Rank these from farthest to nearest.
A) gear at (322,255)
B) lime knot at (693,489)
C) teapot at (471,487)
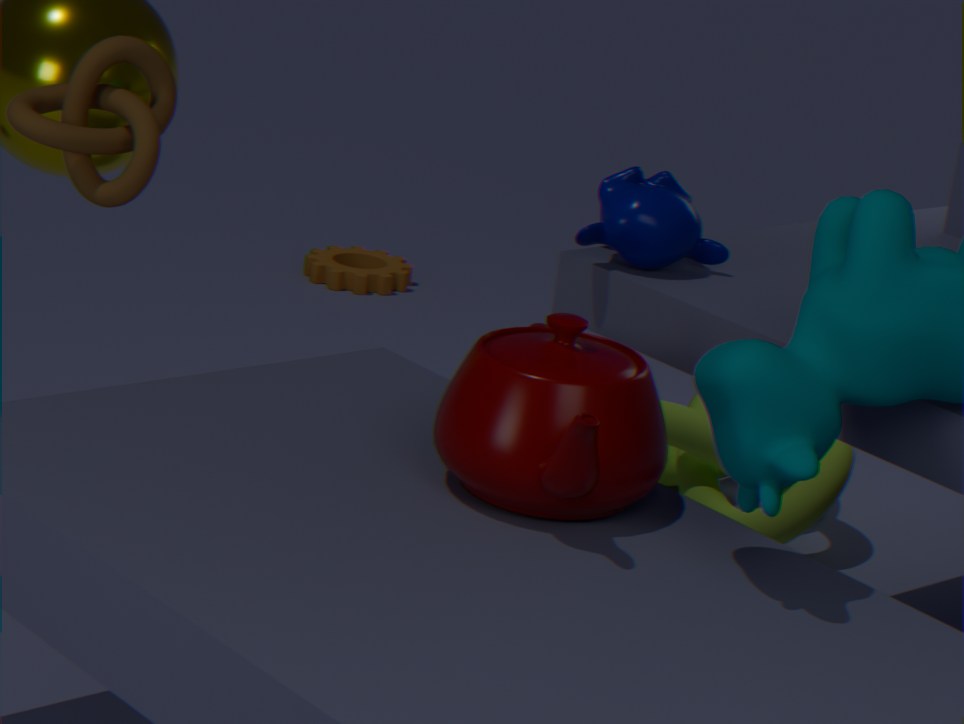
gear at (322,255), lime knot at (693,489), teapot at (471,487)
